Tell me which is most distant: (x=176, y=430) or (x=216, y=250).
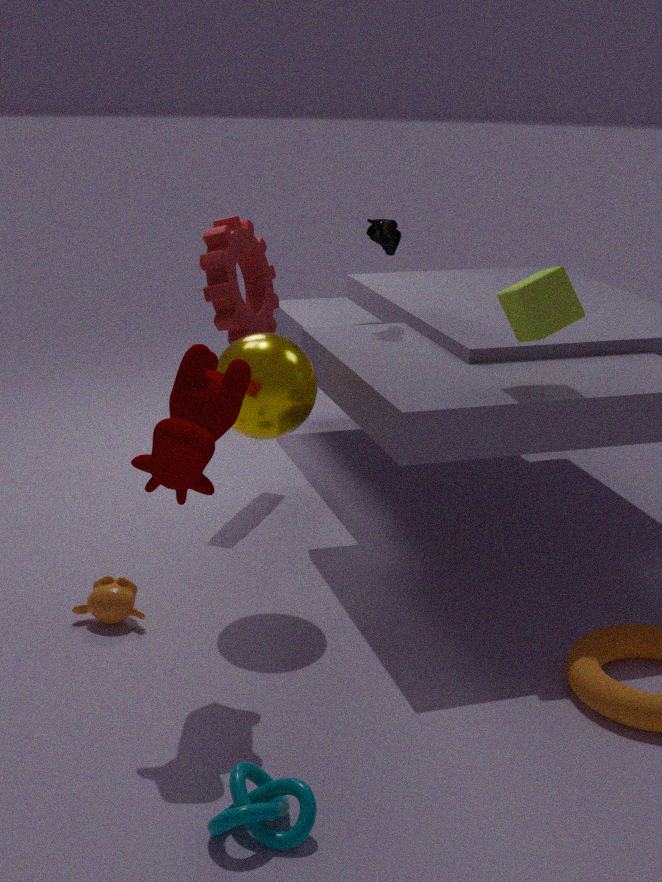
(x=216, y=250)
